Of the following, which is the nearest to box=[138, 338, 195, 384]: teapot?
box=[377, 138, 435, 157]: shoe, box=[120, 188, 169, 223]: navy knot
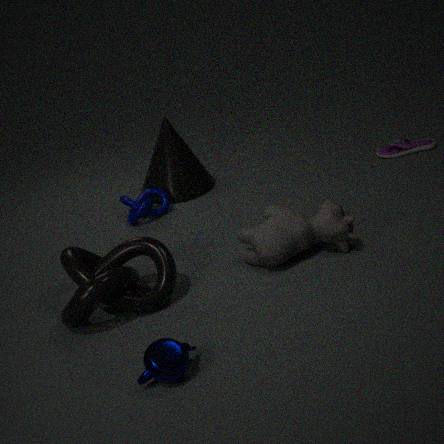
box=[120, 188, 169, 223]: navy knot
